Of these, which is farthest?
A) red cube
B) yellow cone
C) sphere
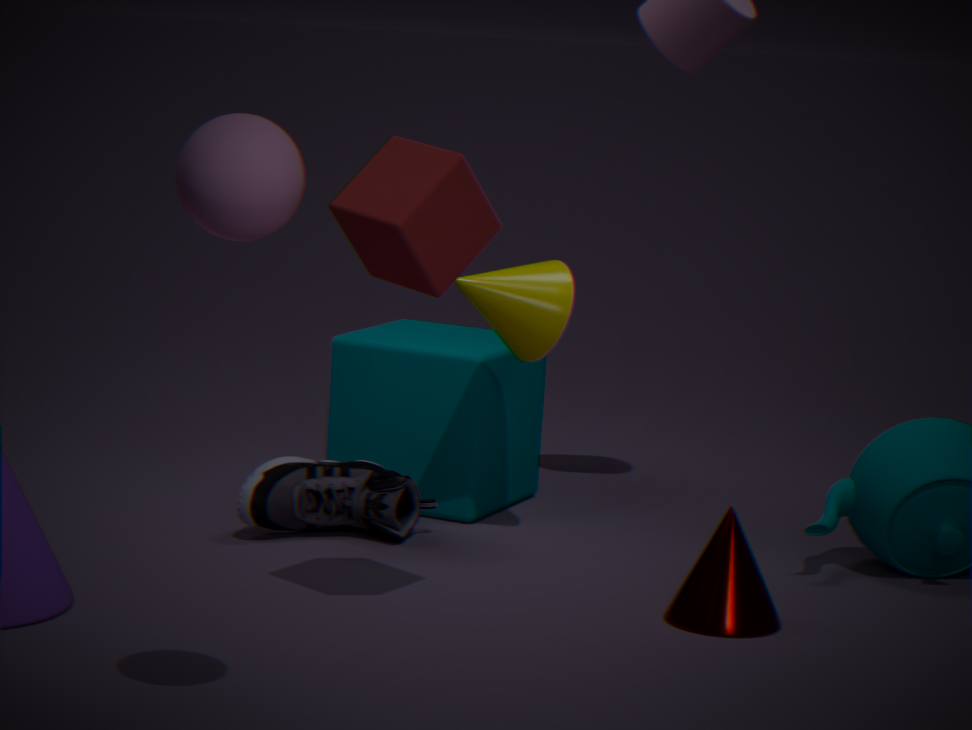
yellow cone
